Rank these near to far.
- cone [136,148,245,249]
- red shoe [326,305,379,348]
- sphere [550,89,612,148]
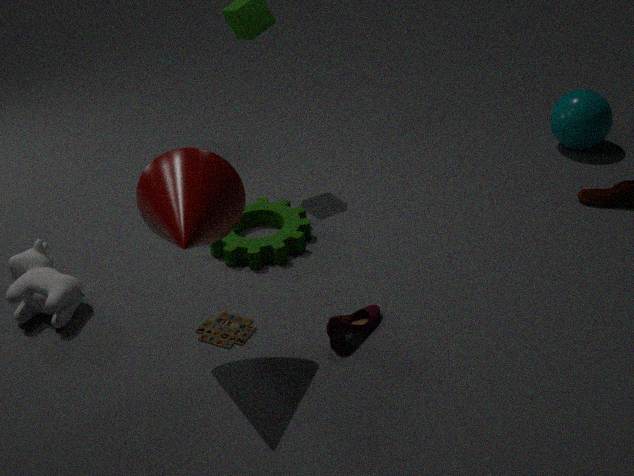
1. cone [136,148,245,249]
2. red shoe [326,305,379,348]
3. sphere [550,89,612,148]
